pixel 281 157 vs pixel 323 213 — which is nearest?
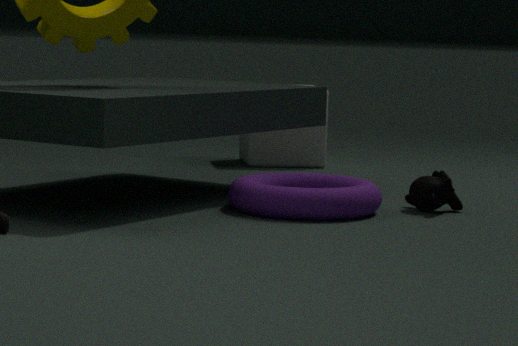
pixel 323 213
